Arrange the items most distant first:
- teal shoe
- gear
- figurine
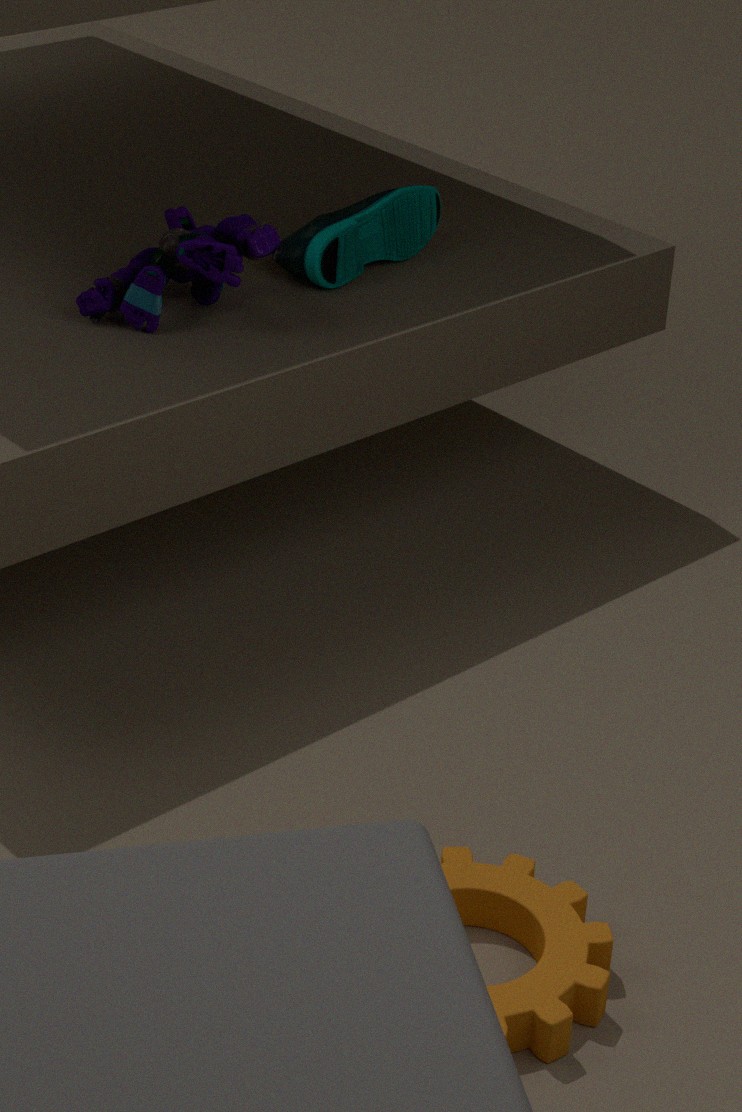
teal shoe, figurine, gear
